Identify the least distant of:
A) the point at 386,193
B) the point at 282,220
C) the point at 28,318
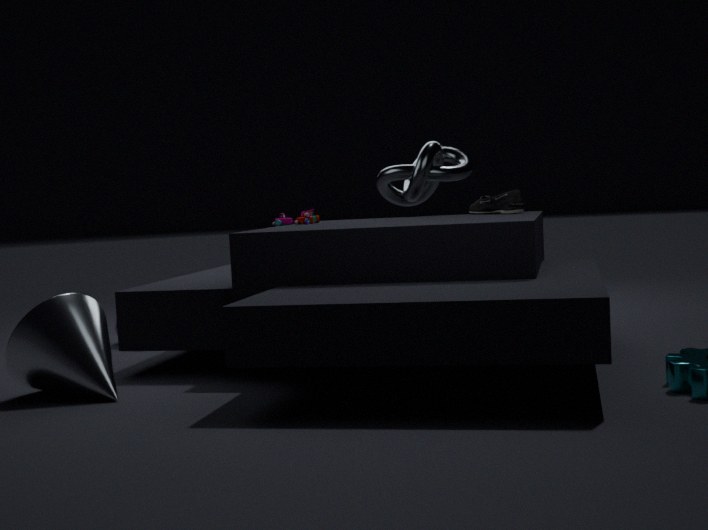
the point at 28,318
